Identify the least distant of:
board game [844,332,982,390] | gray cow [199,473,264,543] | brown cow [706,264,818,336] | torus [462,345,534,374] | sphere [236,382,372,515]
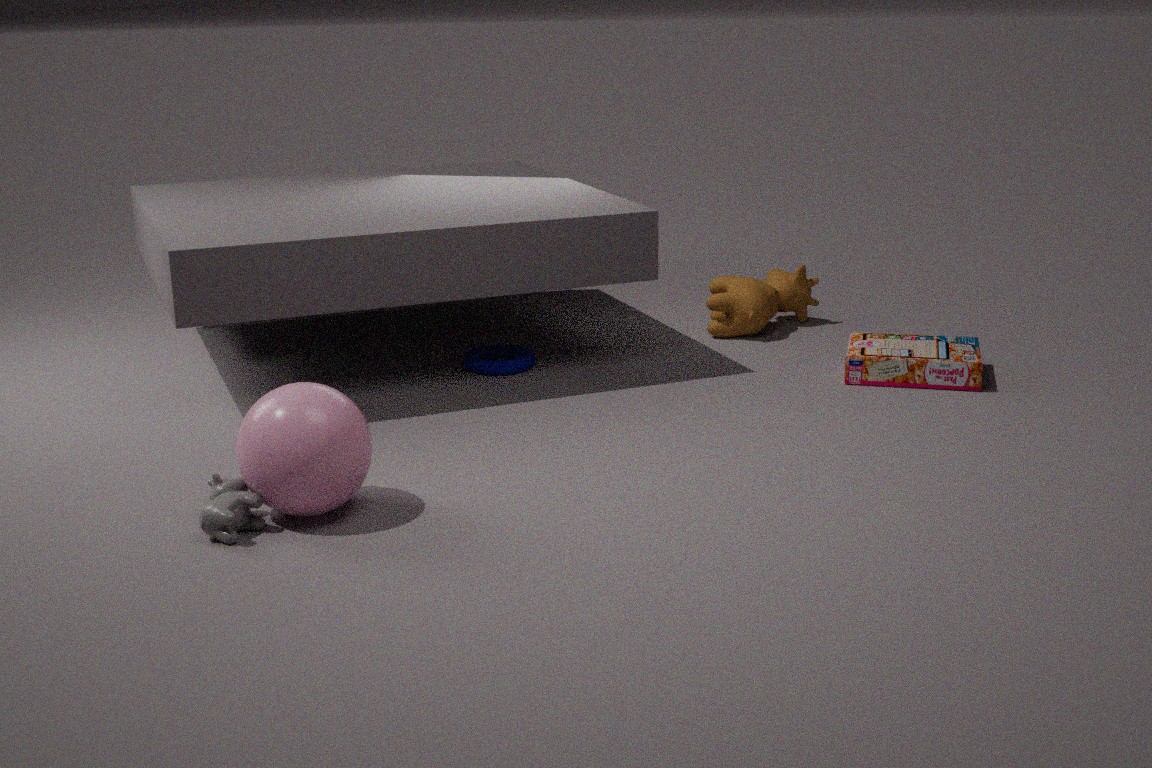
gray cow [199,473,264,543]
